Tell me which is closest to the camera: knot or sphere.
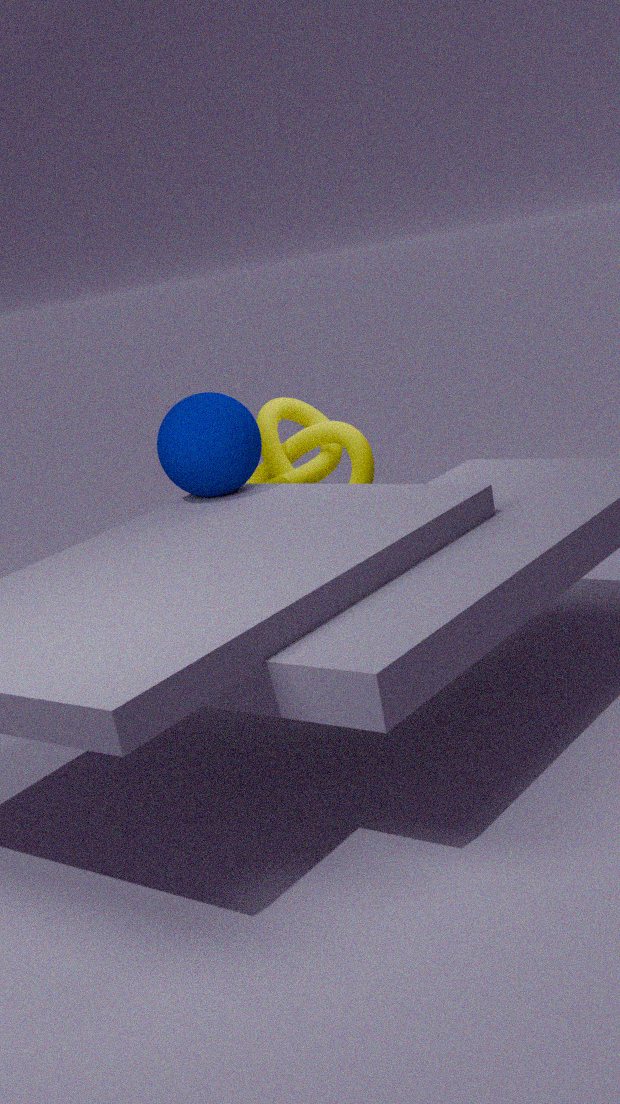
sphere
